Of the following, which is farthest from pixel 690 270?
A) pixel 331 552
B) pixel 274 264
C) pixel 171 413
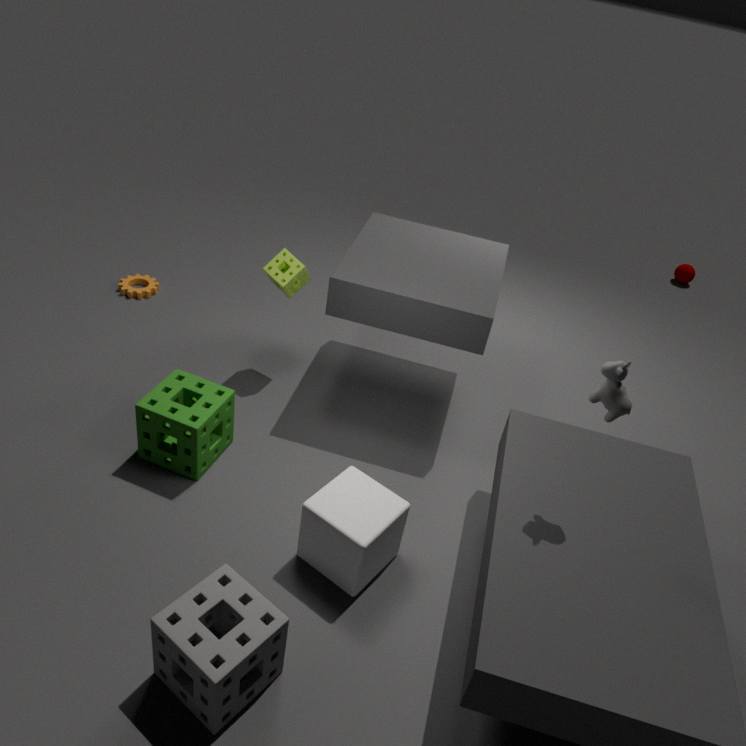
pixel 171 413
